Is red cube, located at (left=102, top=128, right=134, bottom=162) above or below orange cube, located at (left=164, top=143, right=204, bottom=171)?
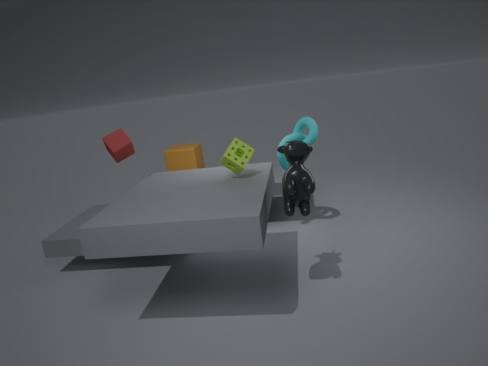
above
